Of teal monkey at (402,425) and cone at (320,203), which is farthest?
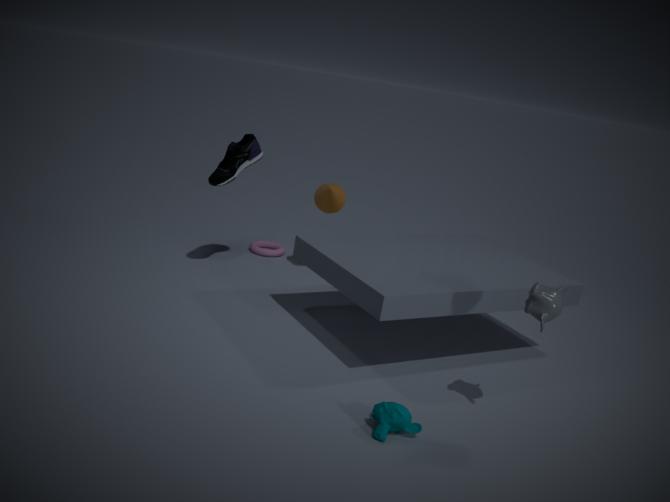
cone at (320,203)
